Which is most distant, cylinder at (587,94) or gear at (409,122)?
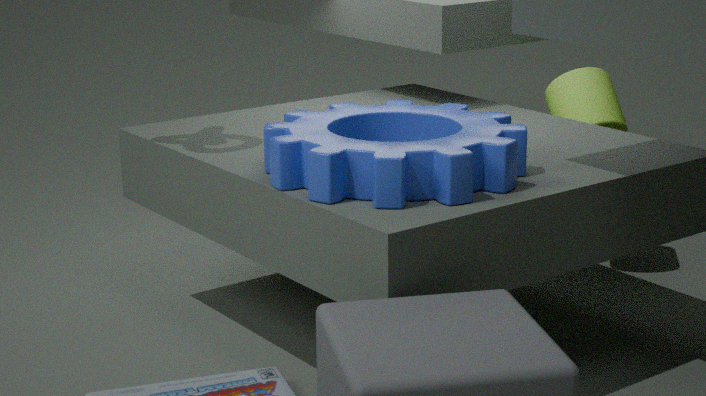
cylinder at (587,94)
